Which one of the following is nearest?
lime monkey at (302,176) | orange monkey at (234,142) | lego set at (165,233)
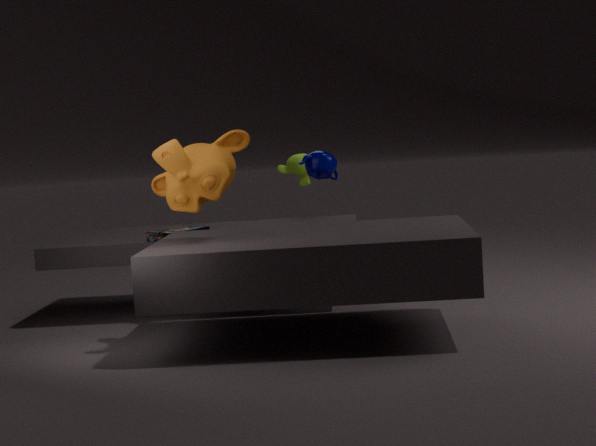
orange monkey at (234,142)
